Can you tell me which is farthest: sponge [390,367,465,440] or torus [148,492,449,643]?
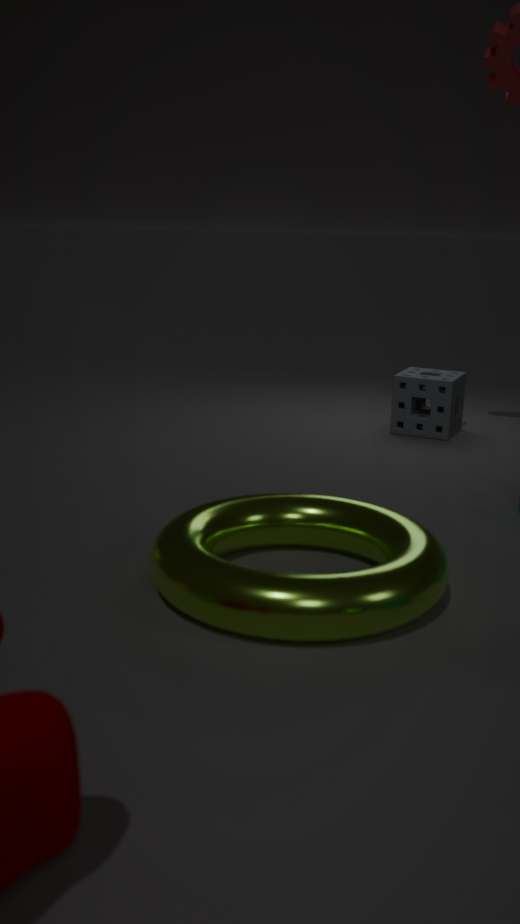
sponge [390,367,465,440]
